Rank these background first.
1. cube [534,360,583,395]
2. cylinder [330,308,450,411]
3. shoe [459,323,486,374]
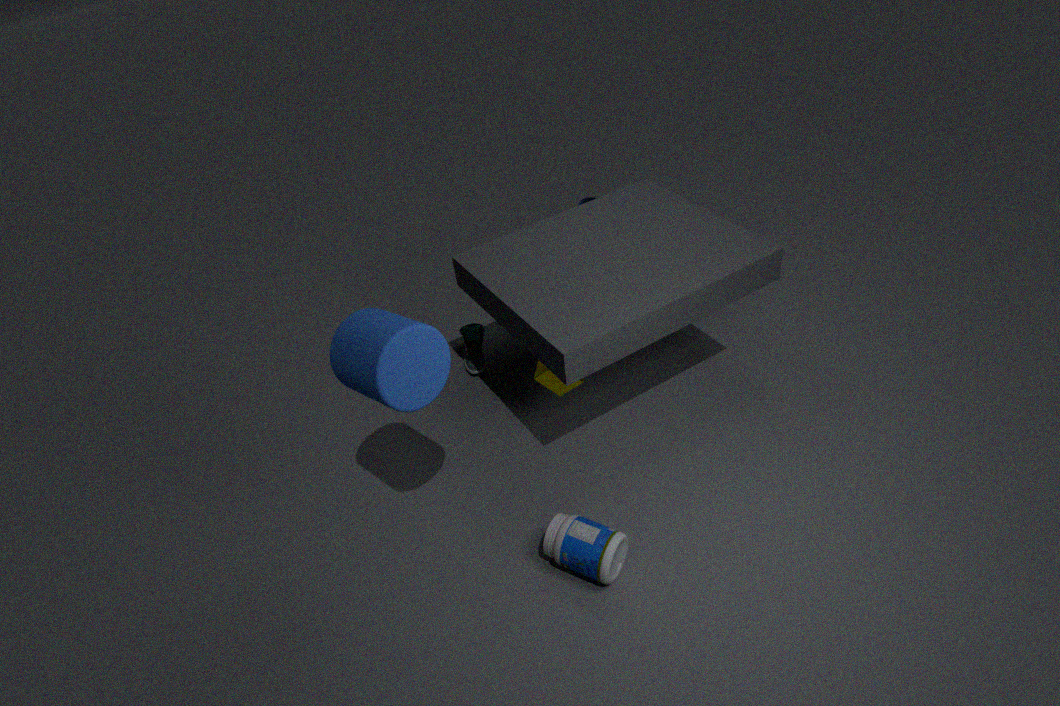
1. shoe [459,323,486,374]
2. cube [534,360,583,395]
3. cylinder [330,308,450,411]
